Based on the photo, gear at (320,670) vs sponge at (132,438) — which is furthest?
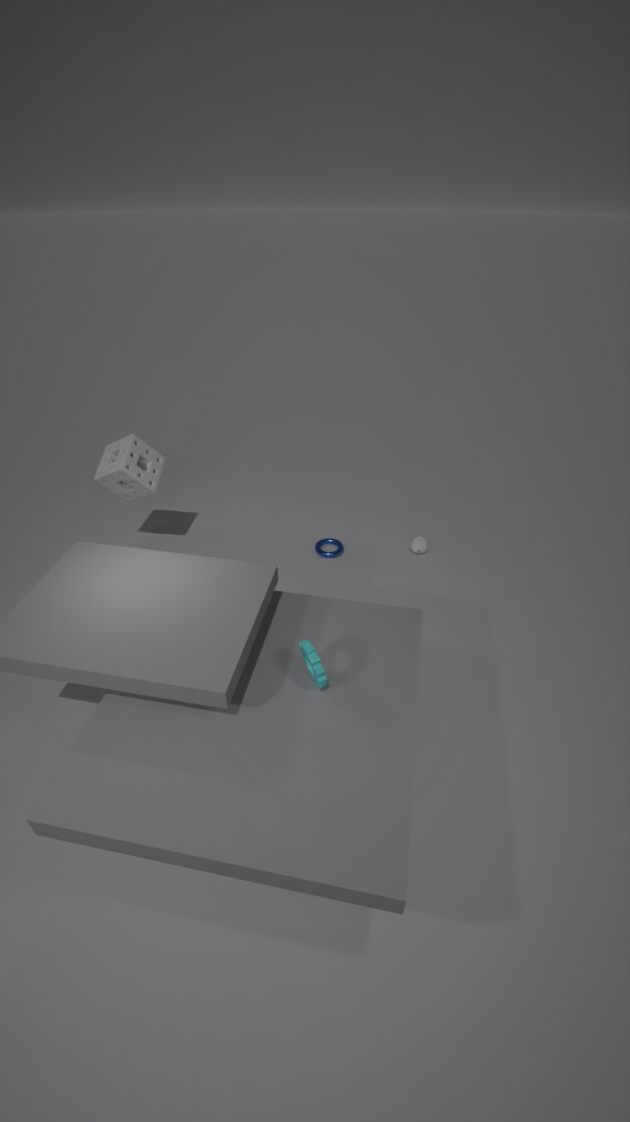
sponge at (132,438)
